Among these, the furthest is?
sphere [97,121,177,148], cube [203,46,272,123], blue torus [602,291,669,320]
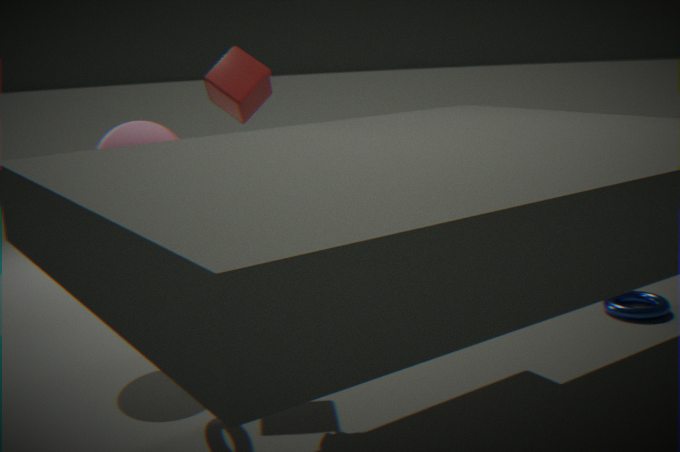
blue torus [602,291,669,320]
